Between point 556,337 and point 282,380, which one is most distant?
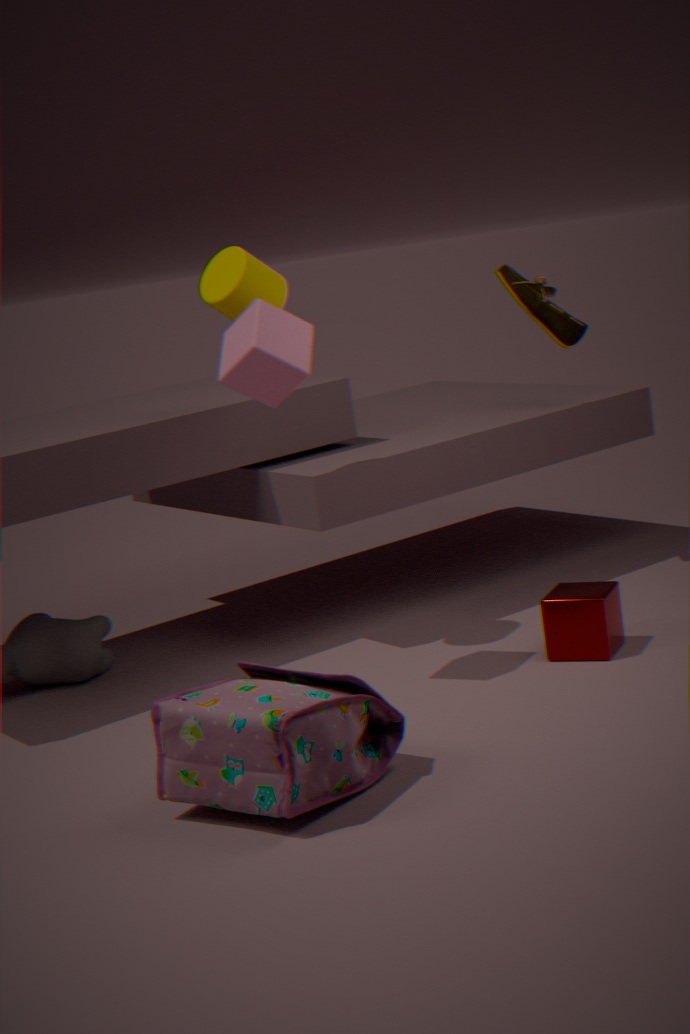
point 556,337
